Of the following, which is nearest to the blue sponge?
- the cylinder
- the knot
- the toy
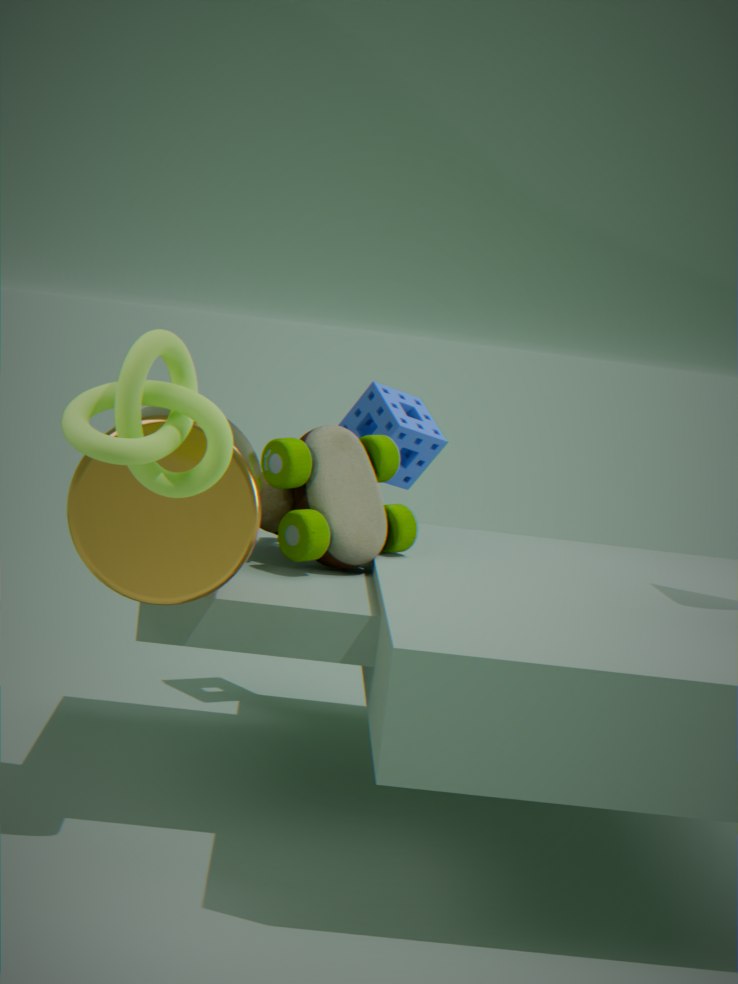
A: the toy
